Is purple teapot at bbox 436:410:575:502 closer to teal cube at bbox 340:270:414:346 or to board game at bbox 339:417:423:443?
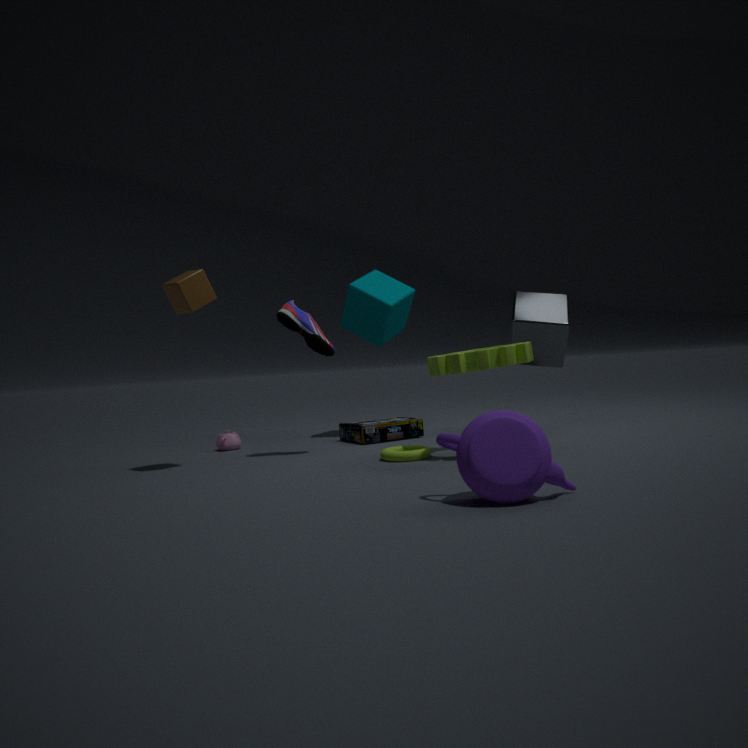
board game at bbox 339:417:423:443
